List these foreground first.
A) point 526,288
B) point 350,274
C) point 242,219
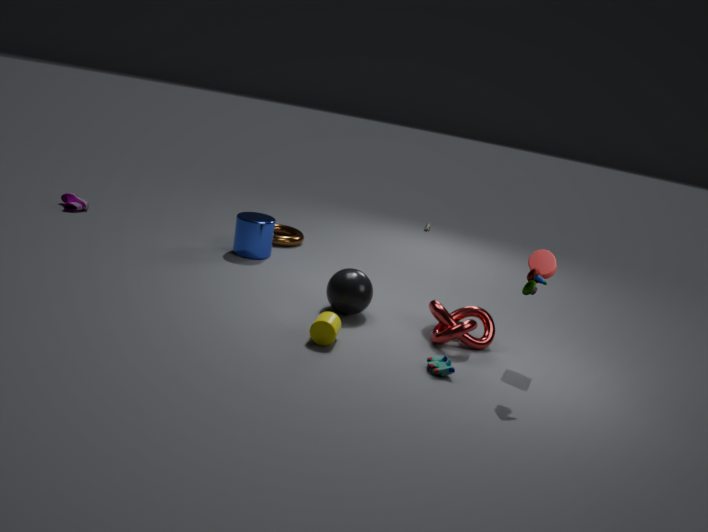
point 526,288 → point 350,274 → point 242,219
